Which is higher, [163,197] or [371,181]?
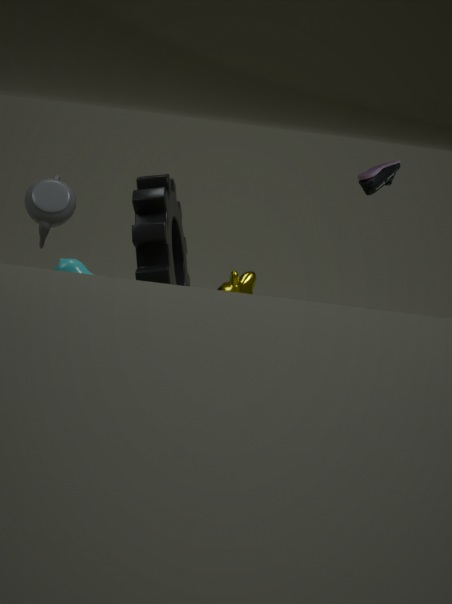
[371,181]
